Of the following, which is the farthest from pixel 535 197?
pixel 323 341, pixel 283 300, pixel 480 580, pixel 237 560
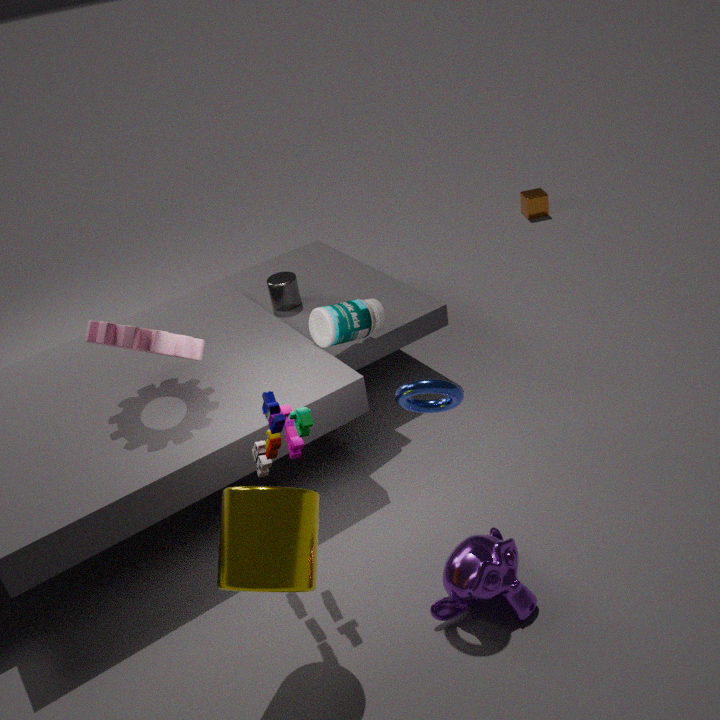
pixel 237 560
